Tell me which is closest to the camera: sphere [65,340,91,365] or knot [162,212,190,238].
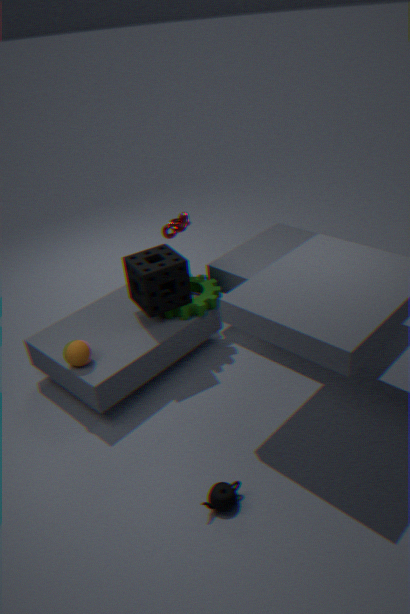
sphere [65,340,91,365]
